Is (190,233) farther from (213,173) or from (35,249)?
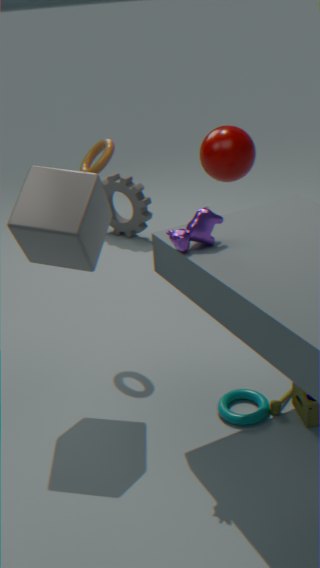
(213,173)
